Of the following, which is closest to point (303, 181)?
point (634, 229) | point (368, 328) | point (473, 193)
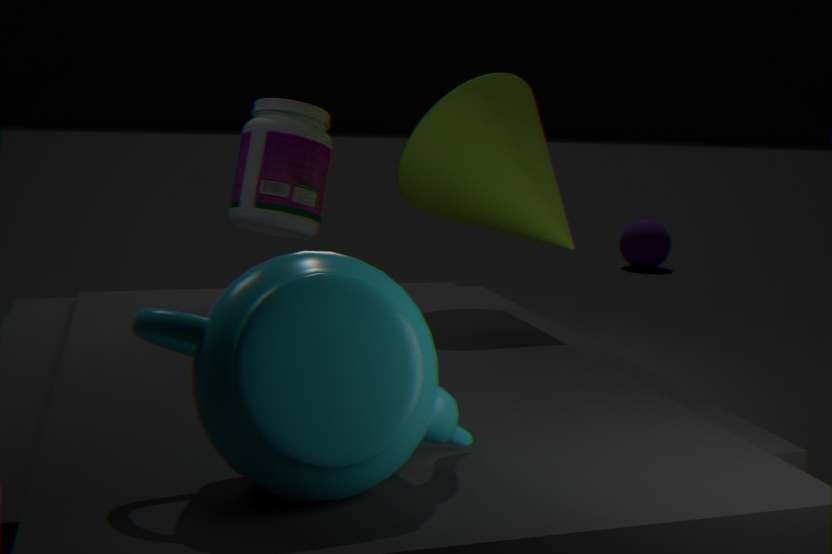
point (473, 193)
